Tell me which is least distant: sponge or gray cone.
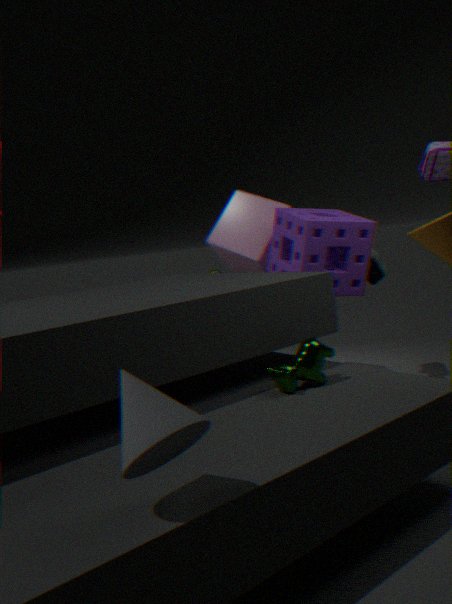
gray cone
